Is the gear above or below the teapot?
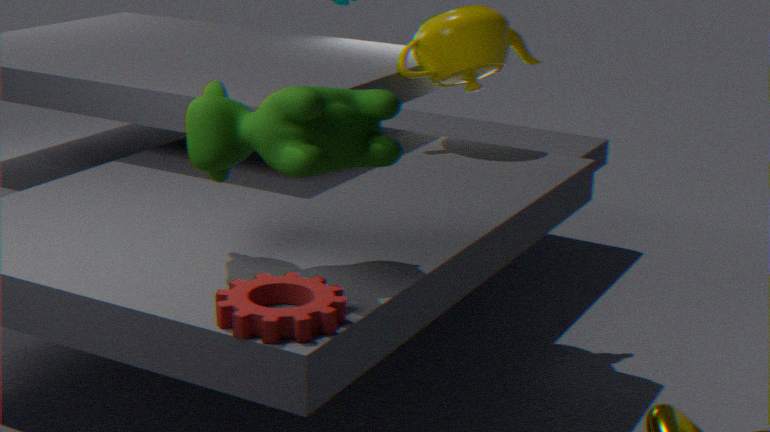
below
